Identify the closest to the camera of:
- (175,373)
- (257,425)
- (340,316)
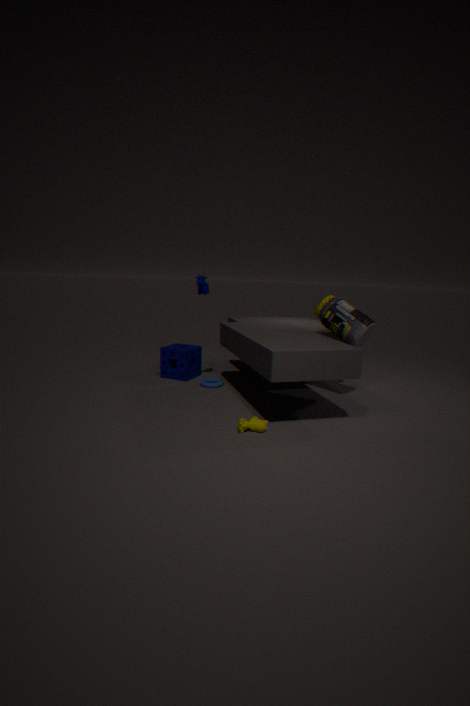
(257,425)
